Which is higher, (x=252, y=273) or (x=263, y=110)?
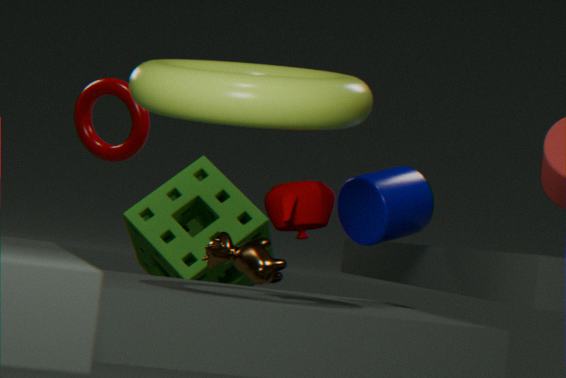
(x=263, y=110)
